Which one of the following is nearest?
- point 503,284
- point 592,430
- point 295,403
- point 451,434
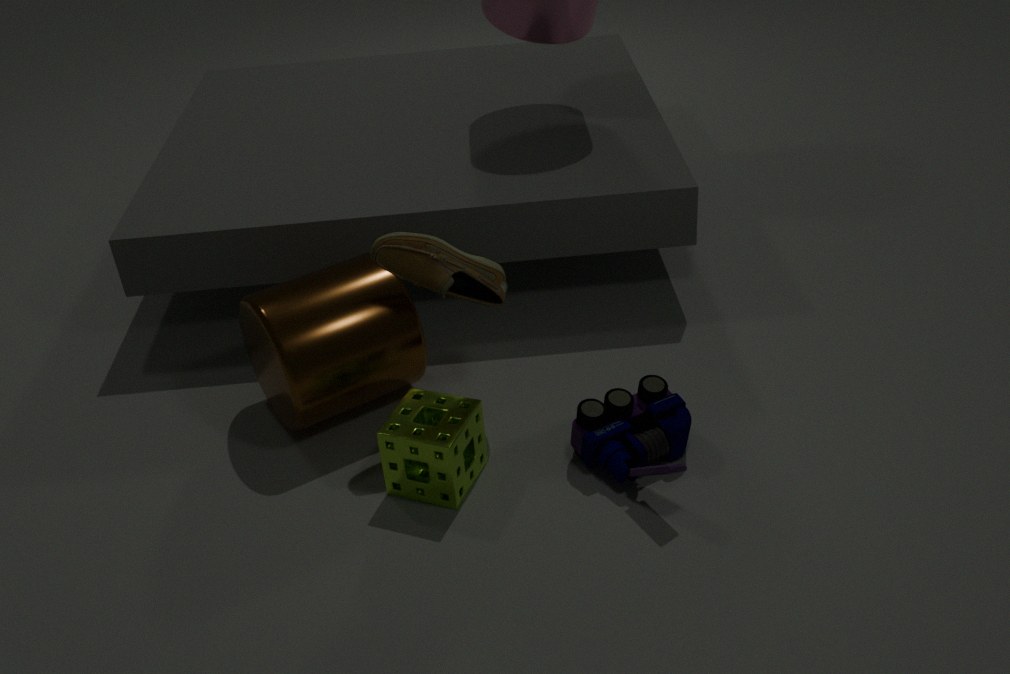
point 451,434
